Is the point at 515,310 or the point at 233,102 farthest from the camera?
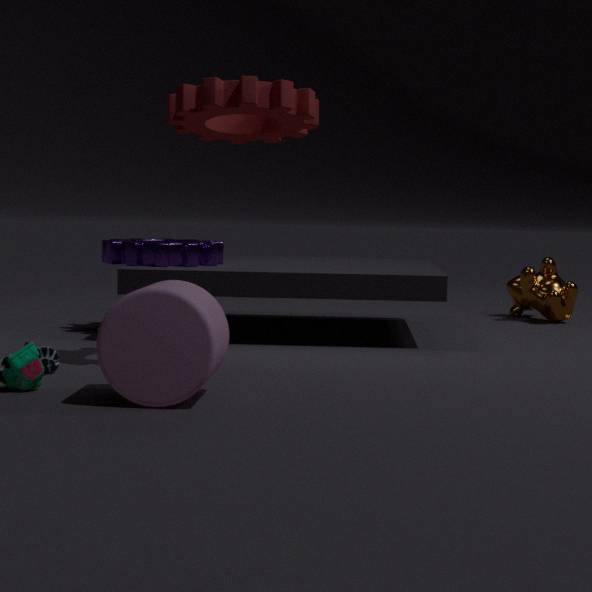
the point at 515,310
